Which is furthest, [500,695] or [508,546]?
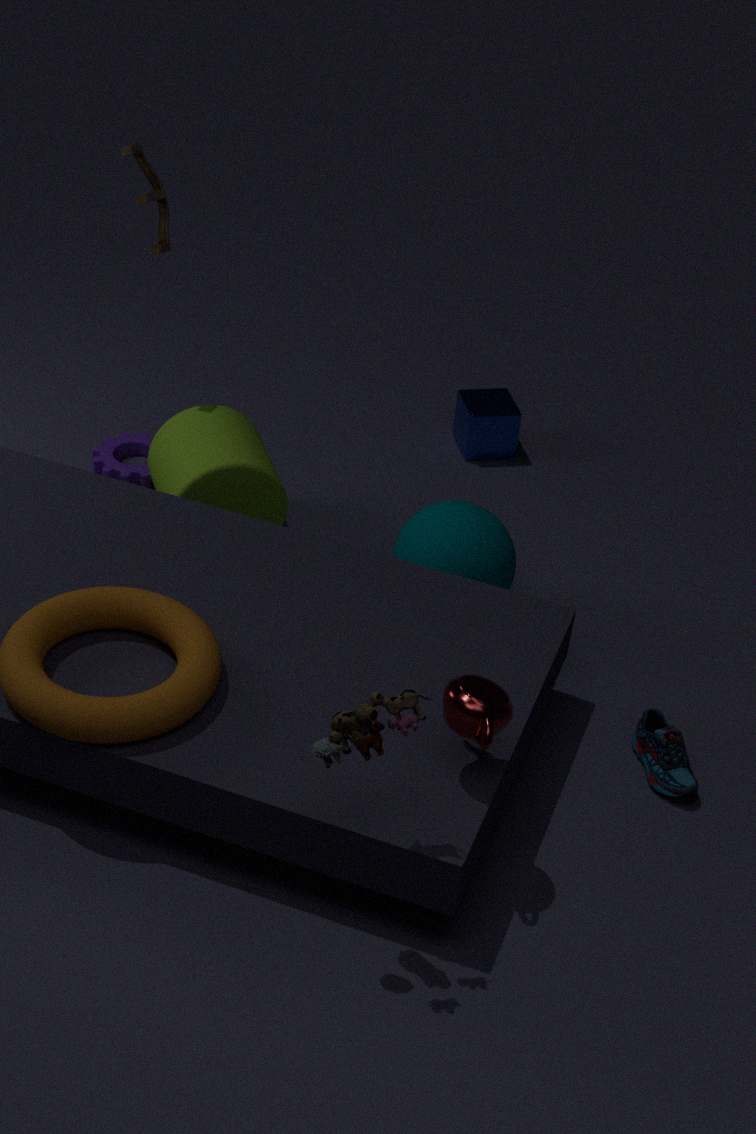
[508,546]
